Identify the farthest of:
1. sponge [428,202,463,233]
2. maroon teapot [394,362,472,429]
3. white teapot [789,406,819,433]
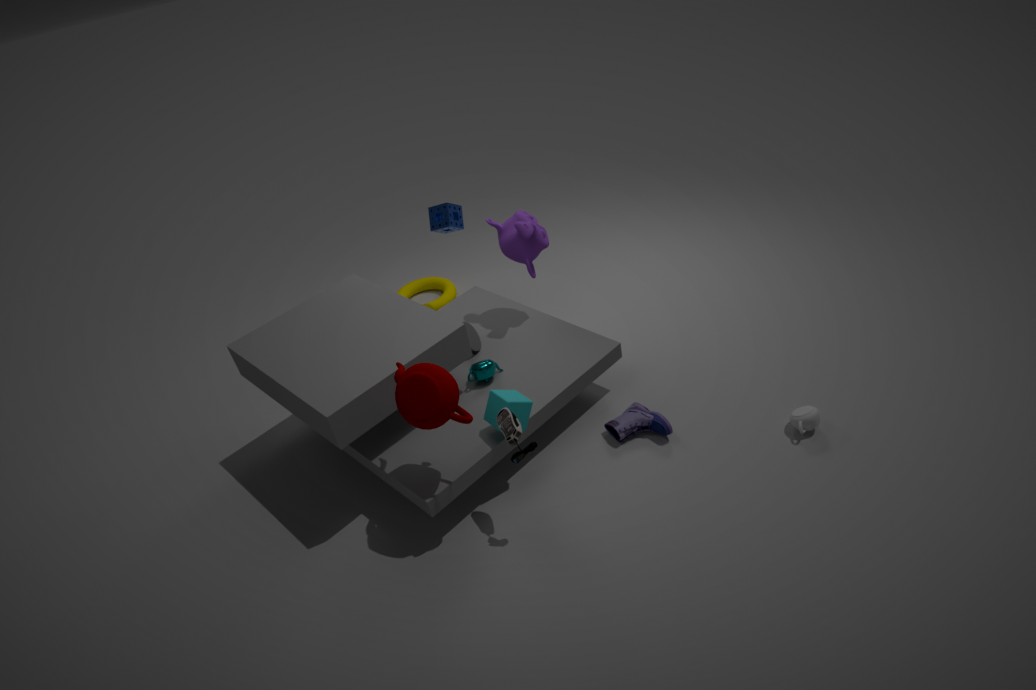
sponge [428,202,463,233]
